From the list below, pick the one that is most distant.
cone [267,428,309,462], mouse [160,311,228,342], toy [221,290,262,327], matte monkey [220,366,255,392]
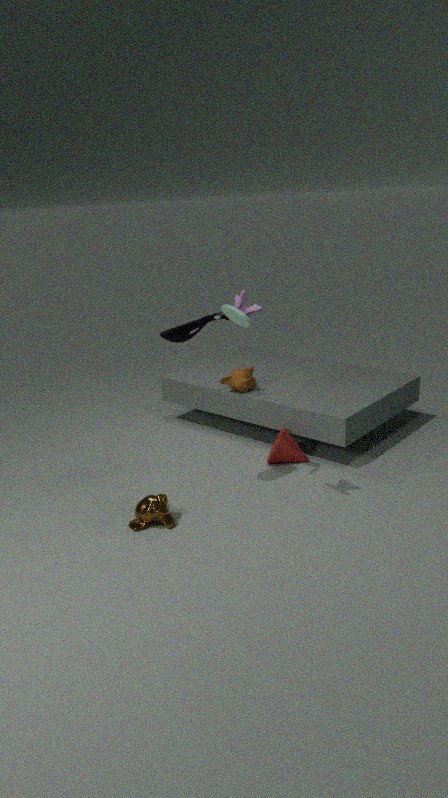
matte monkey [220,366,255,392]
